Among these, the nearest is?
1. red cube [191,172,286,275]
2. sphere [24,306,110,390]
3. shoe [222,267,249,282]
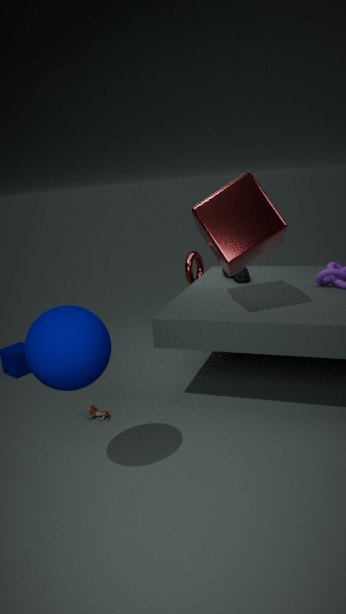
sphere [24,306,110,390]
